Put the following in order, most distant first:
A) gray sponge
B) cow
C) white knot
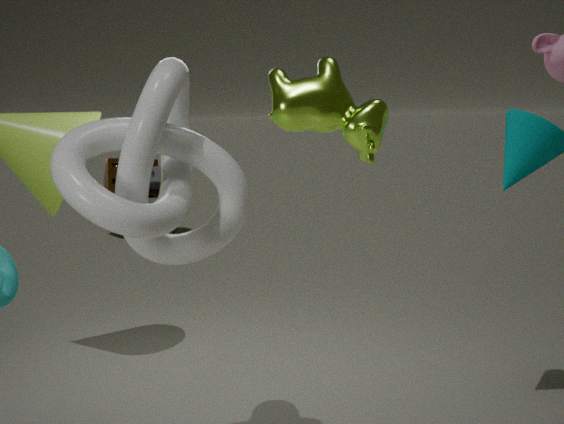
gray sponge < white knot < cow
